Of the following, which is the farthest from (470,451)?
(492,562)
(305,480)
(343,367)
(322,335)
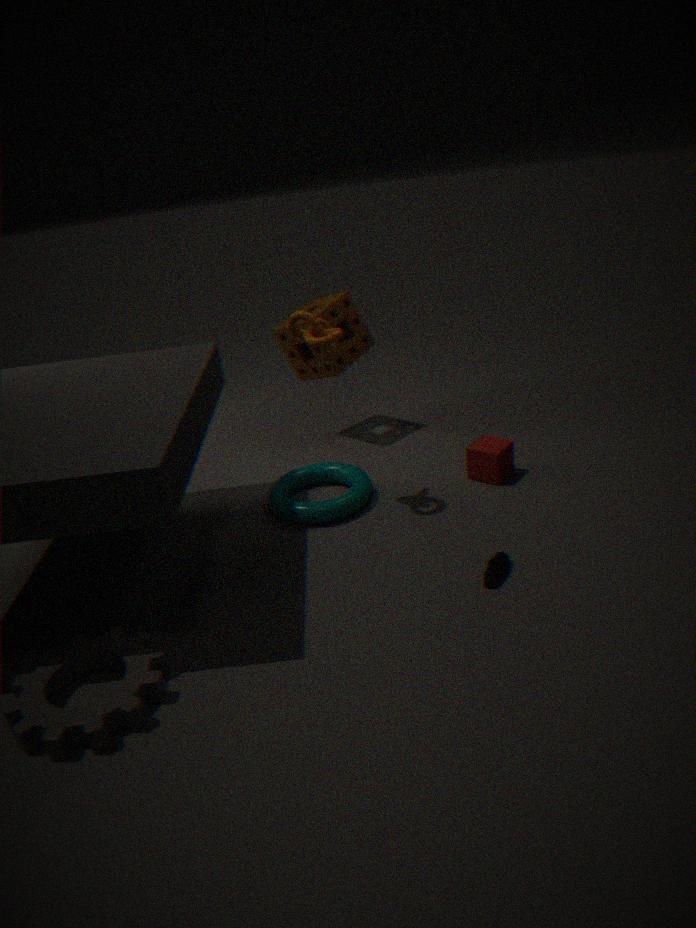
(343,367)
